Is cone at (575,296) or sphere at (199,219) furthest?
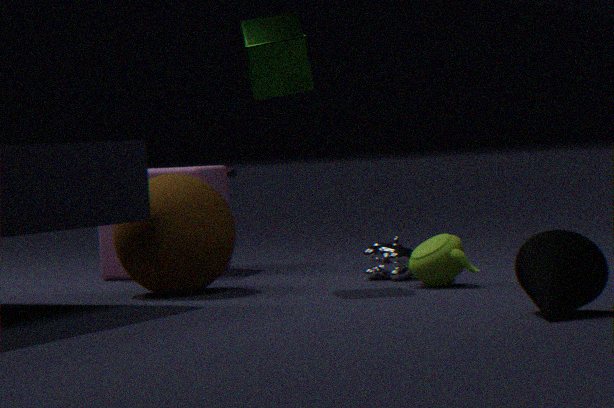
sphere at (199,219)
